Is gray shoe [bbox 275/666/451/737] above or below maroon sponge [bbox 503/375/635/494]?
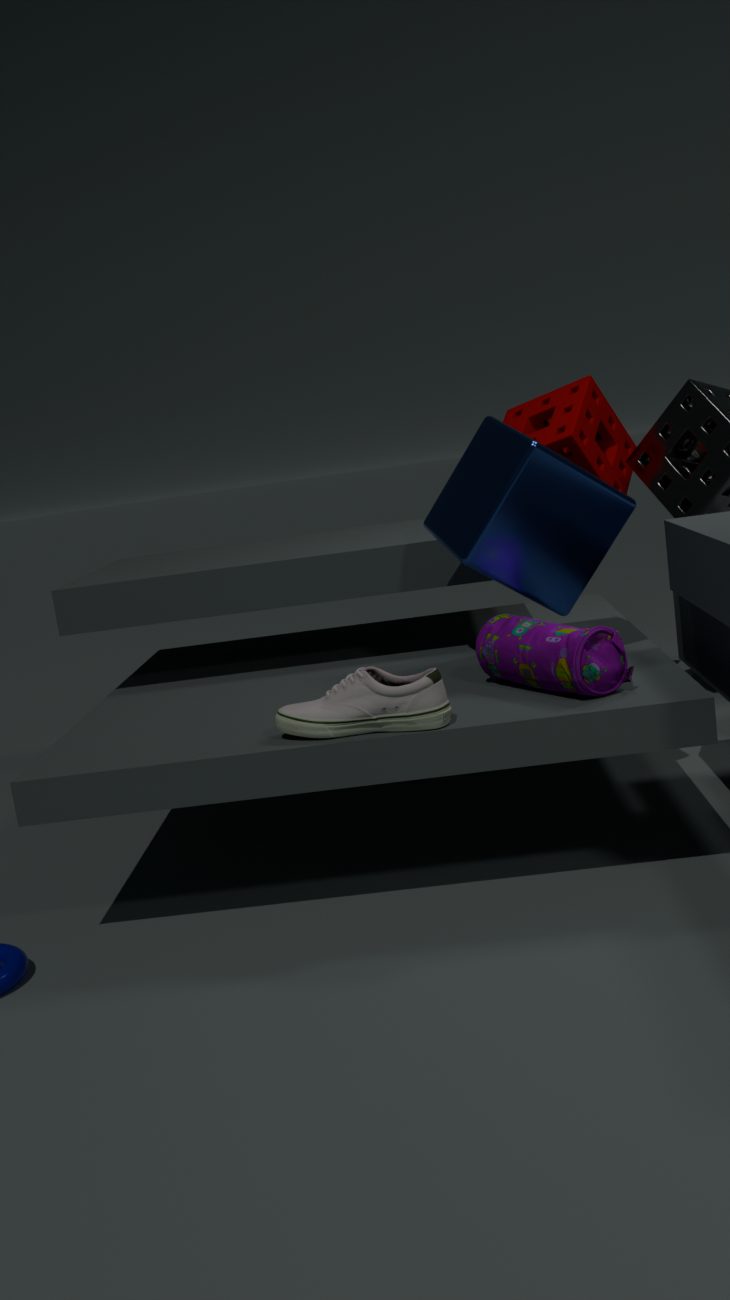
below
